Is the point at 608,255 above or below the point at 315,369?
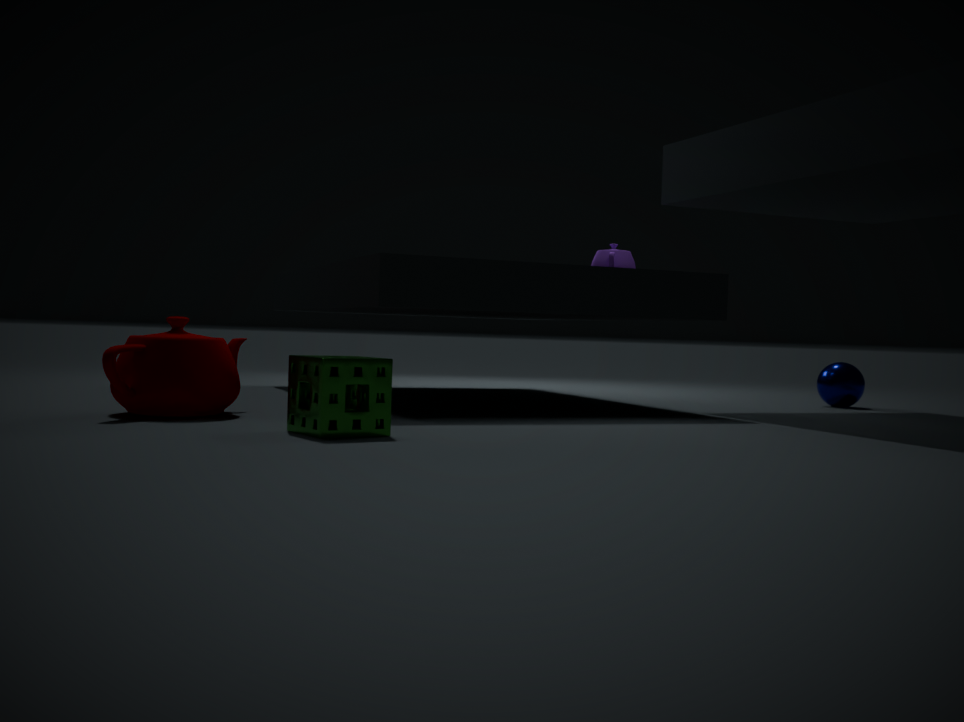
above
